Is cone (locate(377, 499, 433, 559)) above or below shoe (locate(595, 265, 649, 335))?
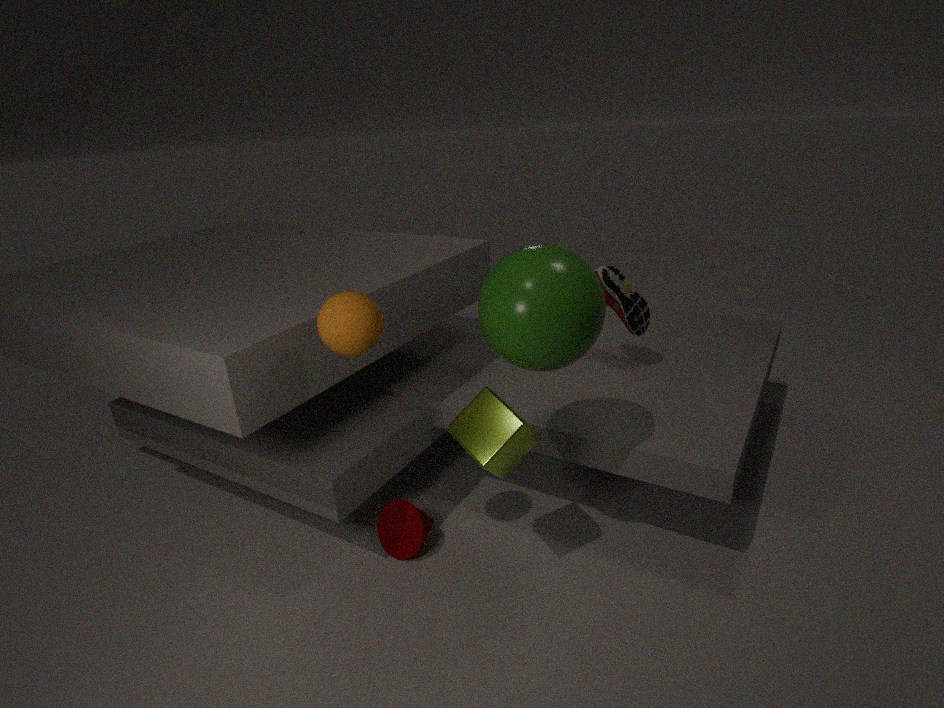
below
